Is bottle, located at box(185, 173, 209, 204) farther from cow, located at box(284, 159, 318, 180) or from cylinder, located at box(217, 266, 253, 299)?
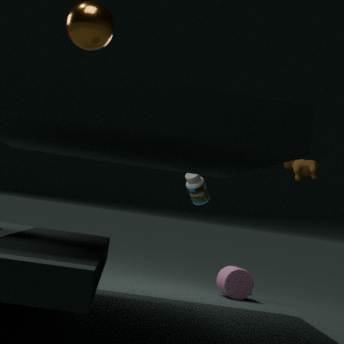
cylinder, located at box(217, 266, 253, 299)
